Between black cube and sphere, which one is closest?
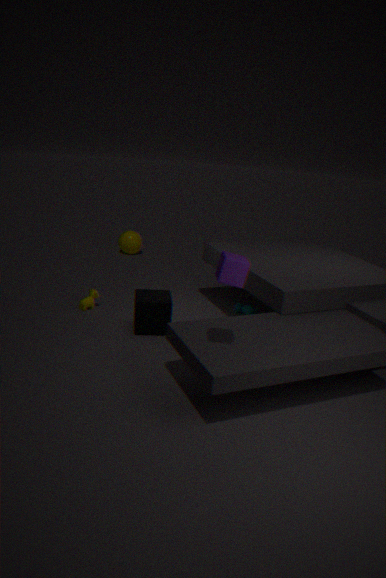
black cube
